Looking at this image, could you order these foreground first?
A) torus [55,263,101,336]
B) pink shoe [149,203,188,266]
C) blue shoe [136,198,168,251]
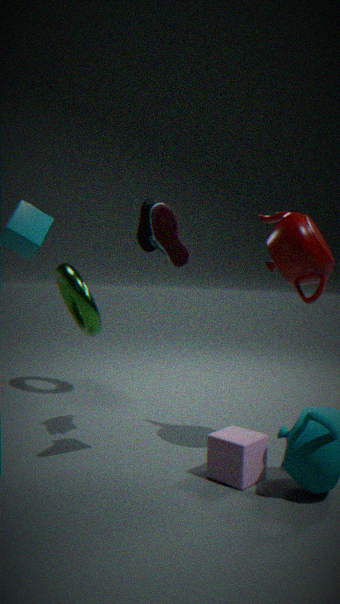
pink shoe [149,203,188,266]
blue shoe [136,198,168,251]
torus [55,263,101,336]
